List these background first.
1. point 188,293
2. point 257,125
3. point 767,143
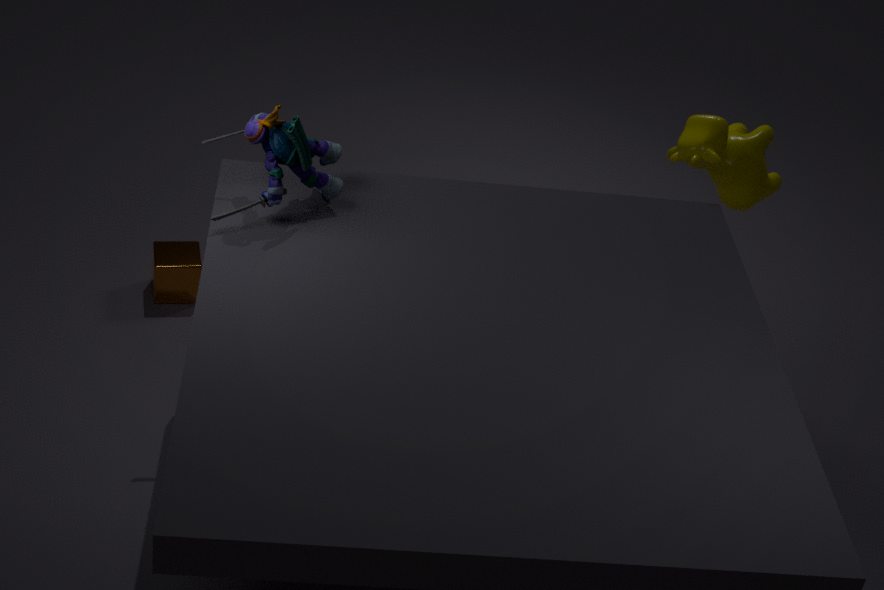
point 188,293
point 767,143
point 257,125
